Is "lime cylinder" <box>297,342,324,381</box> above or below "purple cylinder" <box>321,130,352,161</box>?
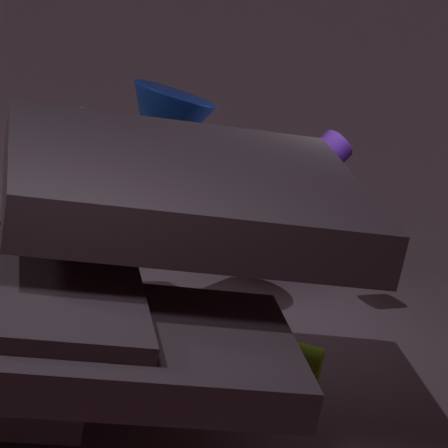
below
